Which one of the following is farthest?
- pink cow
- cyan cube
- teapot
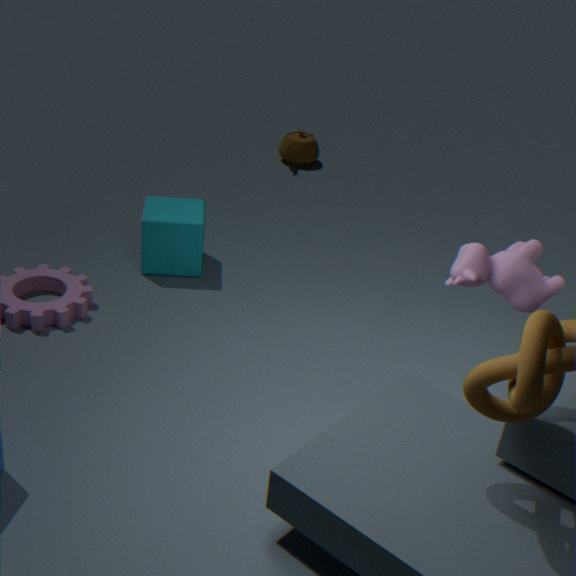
teapot
